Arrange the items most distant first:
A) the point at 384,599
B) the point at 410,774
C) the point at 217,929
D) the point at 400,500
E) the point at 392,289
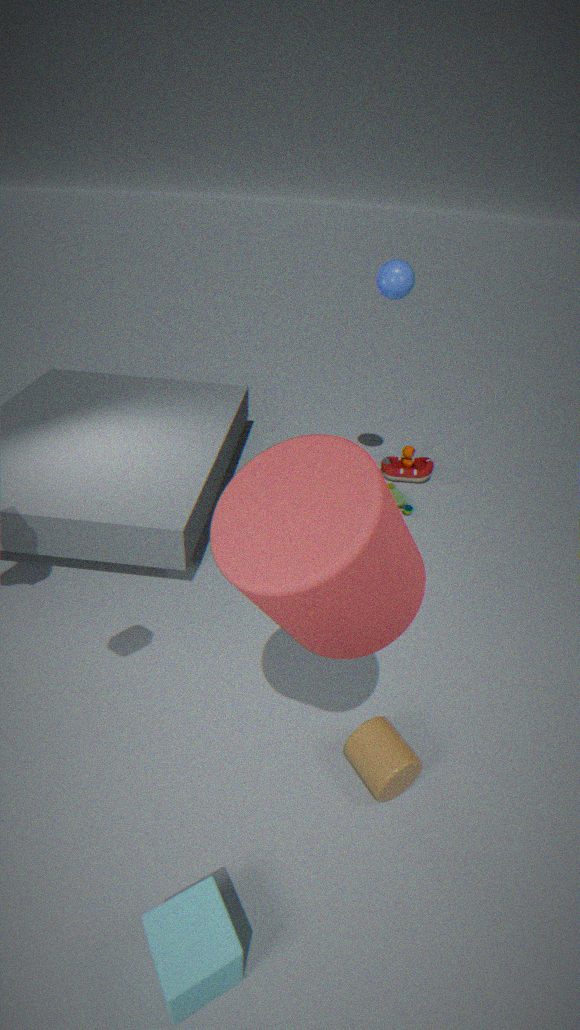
the point at 400,500, the point at 392,289, the point at 410,774, the point at 217,929, the point at 384,599
